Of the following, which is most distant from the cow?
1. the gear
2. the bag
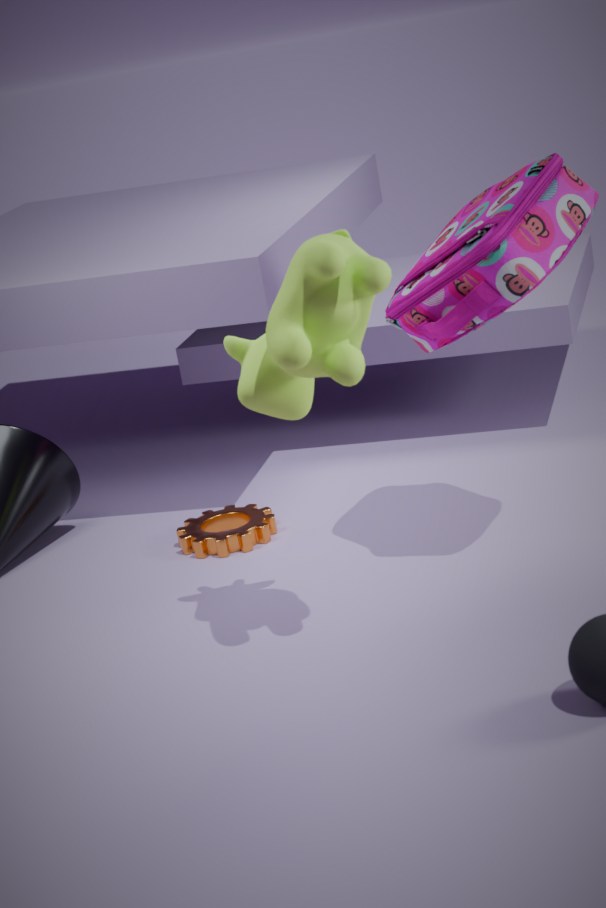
the gear
